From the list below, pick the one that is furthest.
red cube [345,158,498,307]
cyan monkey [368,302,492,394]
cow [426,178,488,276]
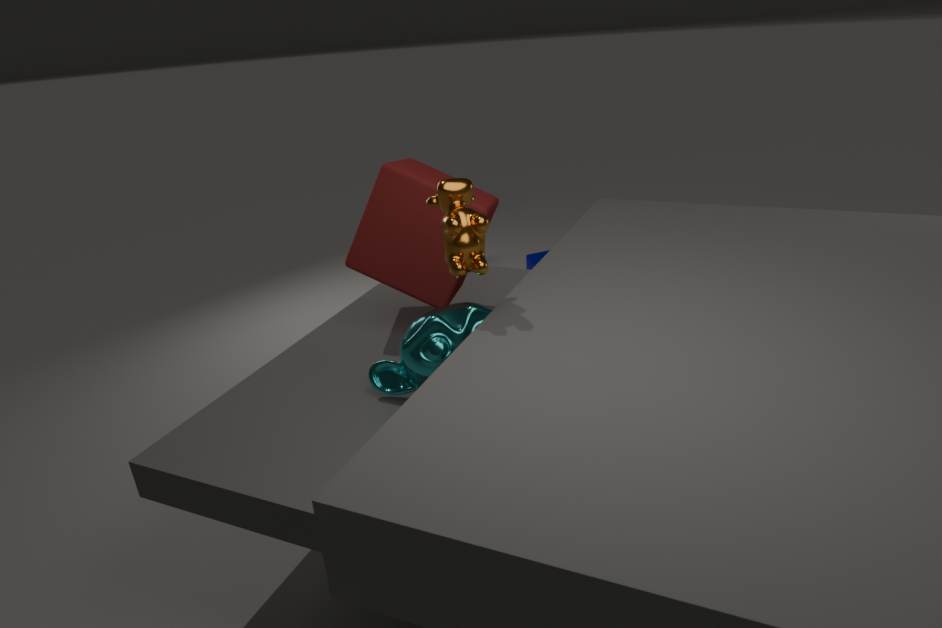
red cube [345,158,498,307]
